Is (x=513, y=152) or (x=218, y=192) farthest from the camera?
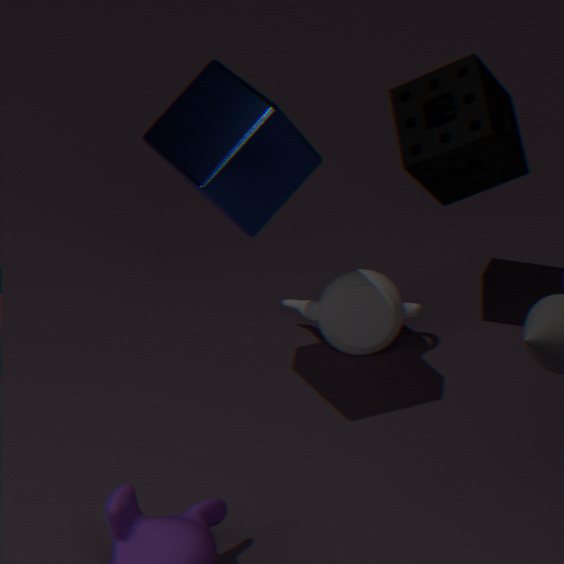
(x=513, y=152)
